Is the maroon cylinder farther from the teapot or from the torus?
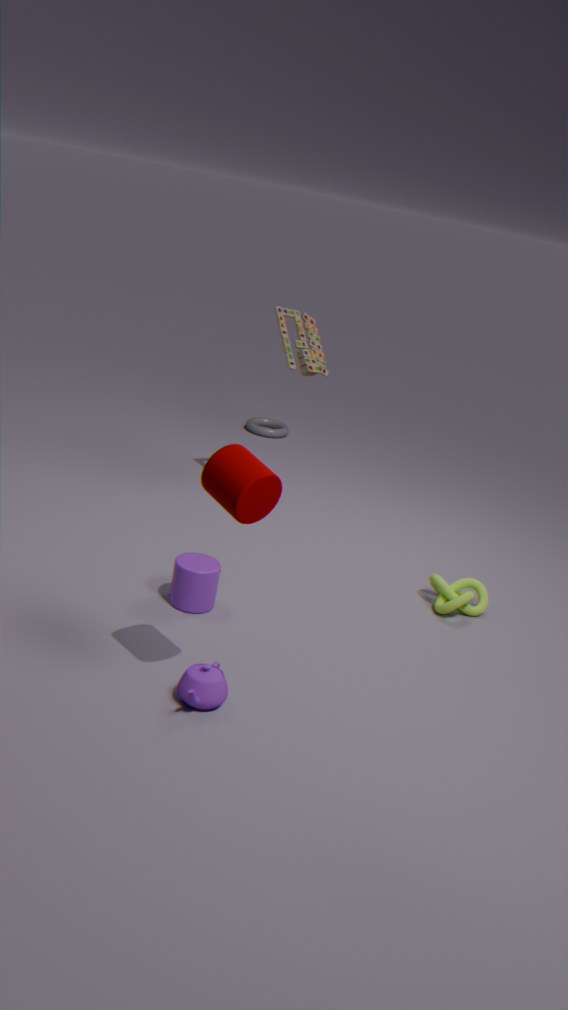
the torus
